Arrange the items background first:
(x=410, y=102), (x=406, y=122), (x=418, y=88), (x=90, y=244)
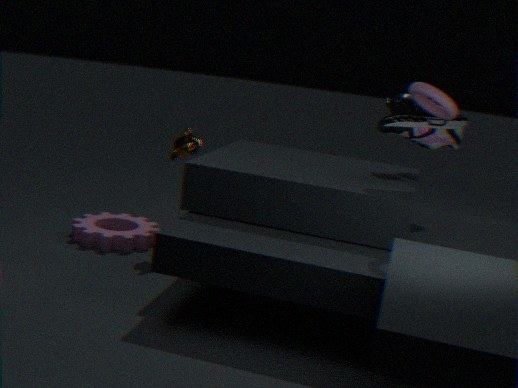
(x=90, y=244), (x=410, y=102), (x=406, y=122), (x=418, y=88)
